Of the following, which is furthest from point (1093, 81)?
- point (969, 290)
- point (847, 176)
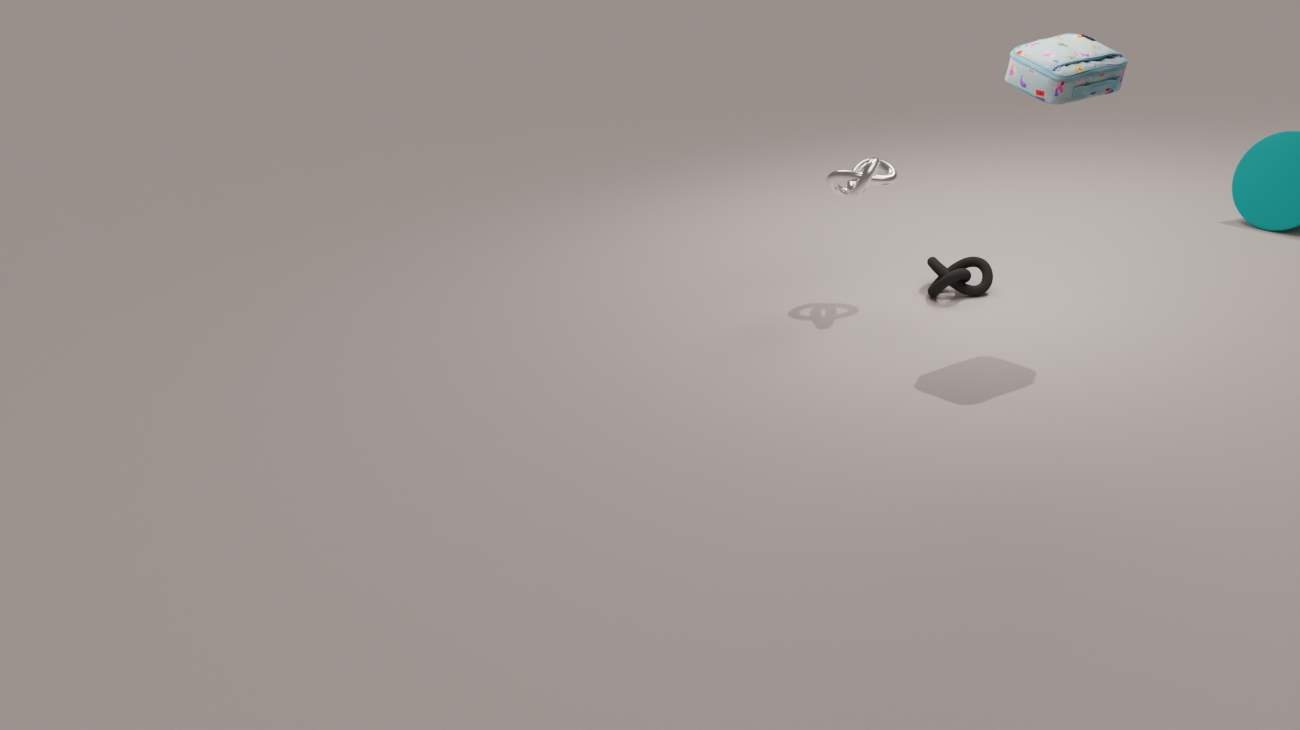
point (969, 290)
